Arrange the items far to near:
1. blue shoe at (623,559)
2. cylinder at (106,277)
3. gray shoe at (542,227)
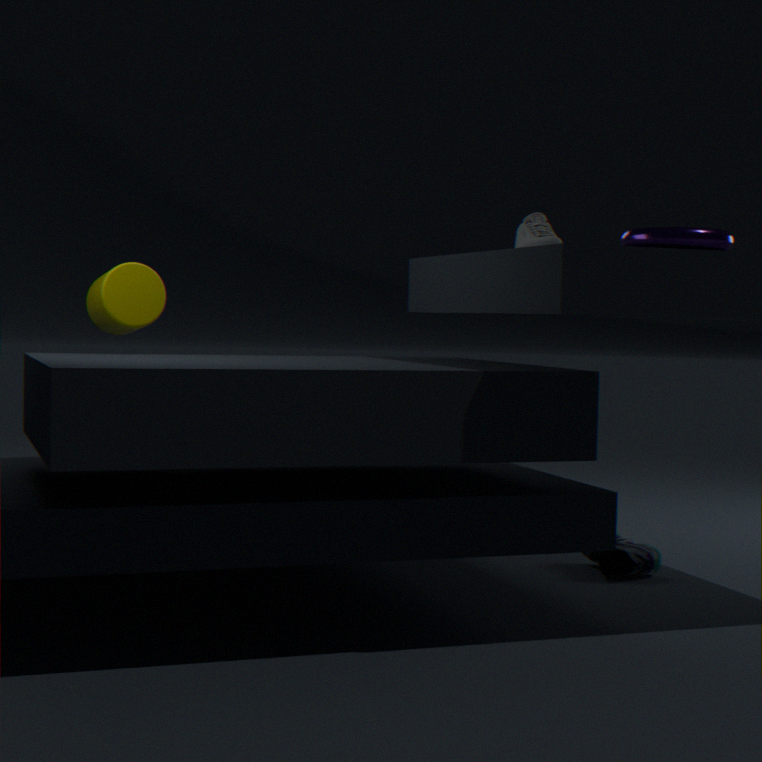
blue shoe at (623,559)
cylinder at (106,277)
gray shoe at (542,227)
